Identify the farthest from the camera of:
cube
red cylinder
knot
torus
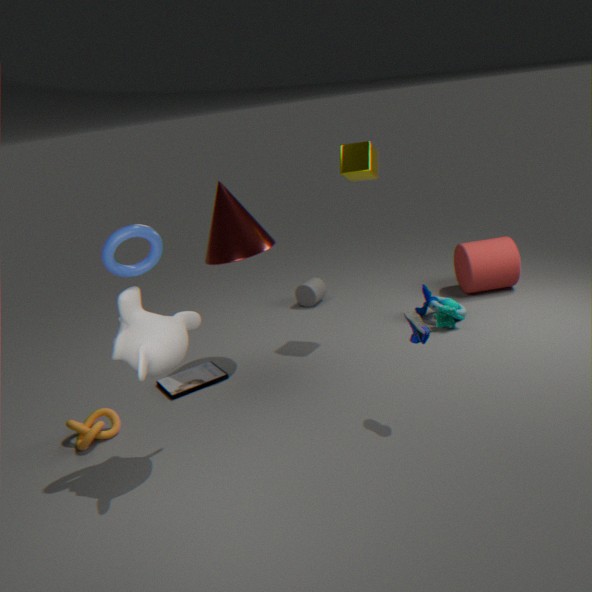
red cylinder
